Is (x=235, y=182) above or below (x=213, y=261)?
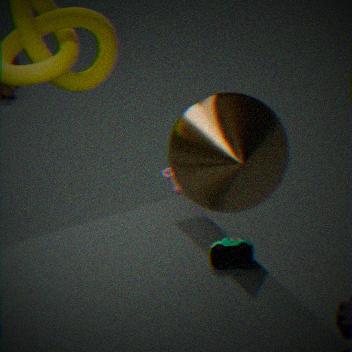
above
